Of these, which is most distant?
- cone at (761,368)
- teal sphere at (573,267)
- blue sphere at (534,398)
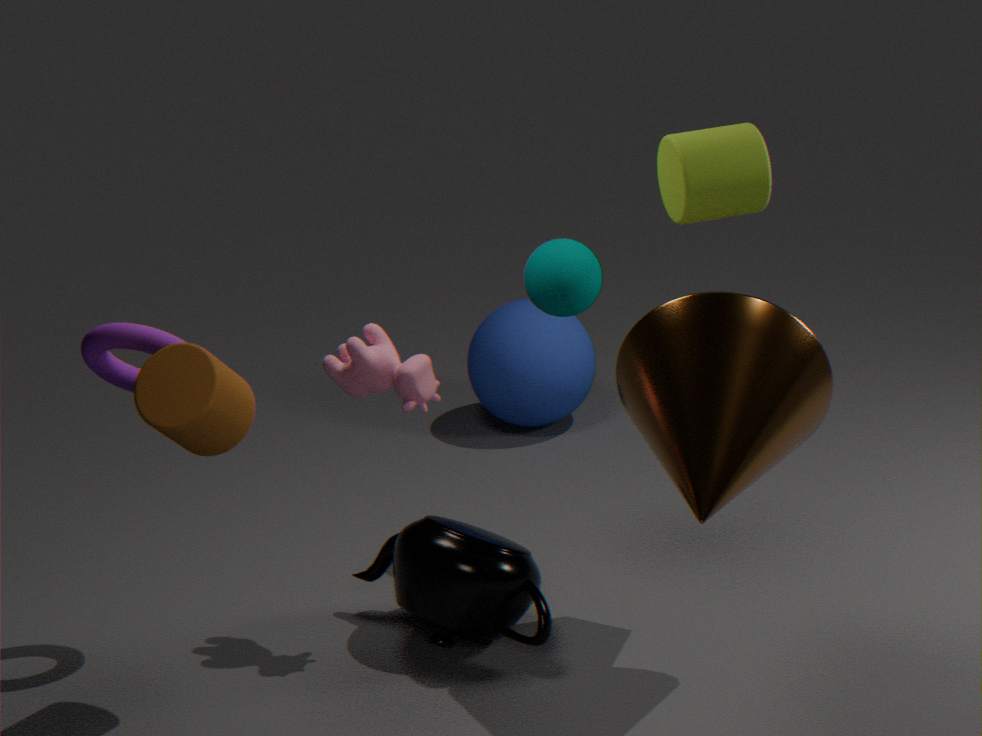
blue sphere at (534,398)
